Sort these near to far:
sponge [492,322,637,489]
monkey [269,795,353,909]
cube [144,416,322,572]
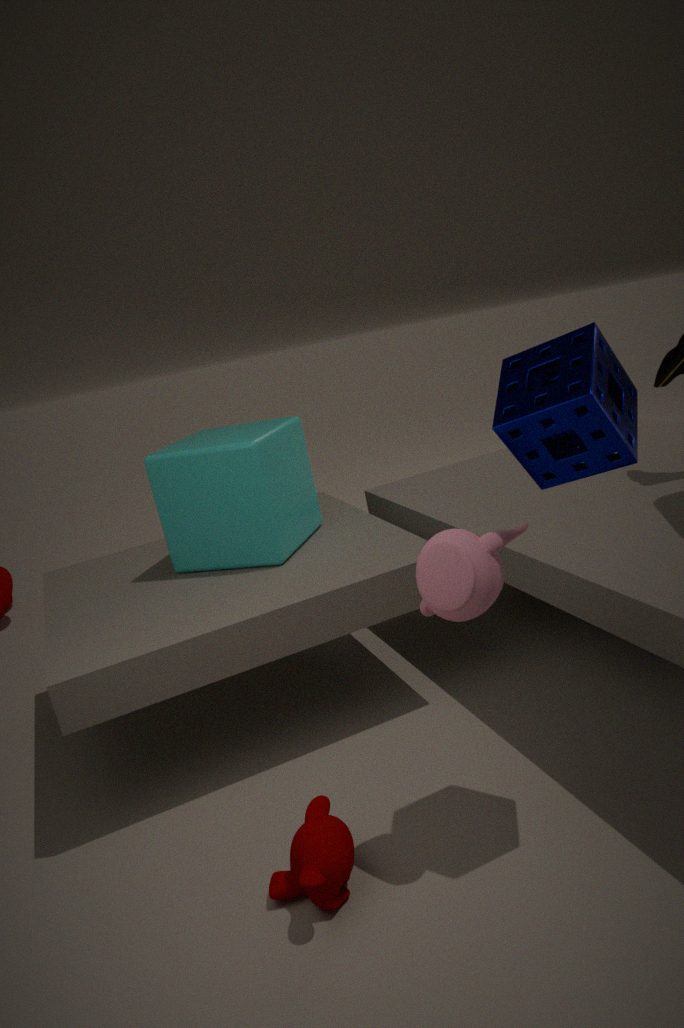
sponge [492,322,637,489]
monkey [269,795,353,909]
cube [144,416,322,572]
